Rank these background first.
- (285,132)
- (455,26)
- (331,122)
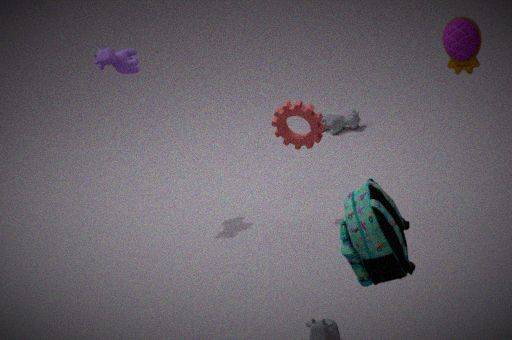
(331,122), (285,132), (455,26)
